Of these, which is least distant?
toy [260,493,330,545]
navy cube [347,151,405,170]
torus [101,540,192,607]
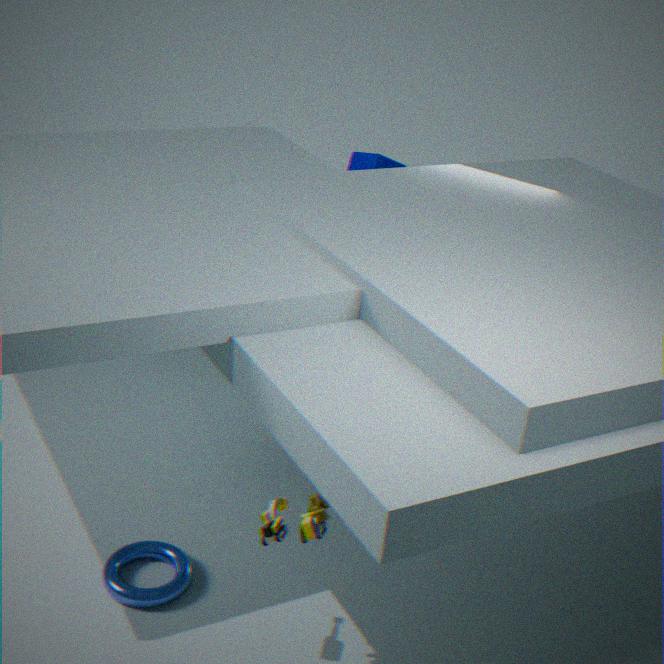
toy [260,493,330,545]
